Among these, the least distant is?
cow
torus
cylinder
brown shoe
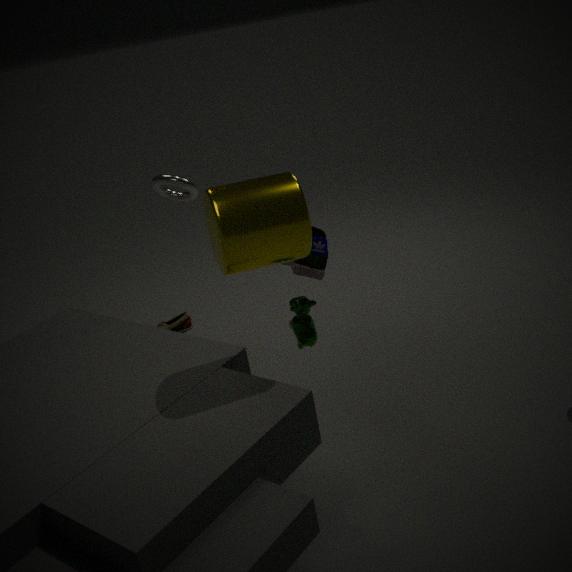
cylinder
